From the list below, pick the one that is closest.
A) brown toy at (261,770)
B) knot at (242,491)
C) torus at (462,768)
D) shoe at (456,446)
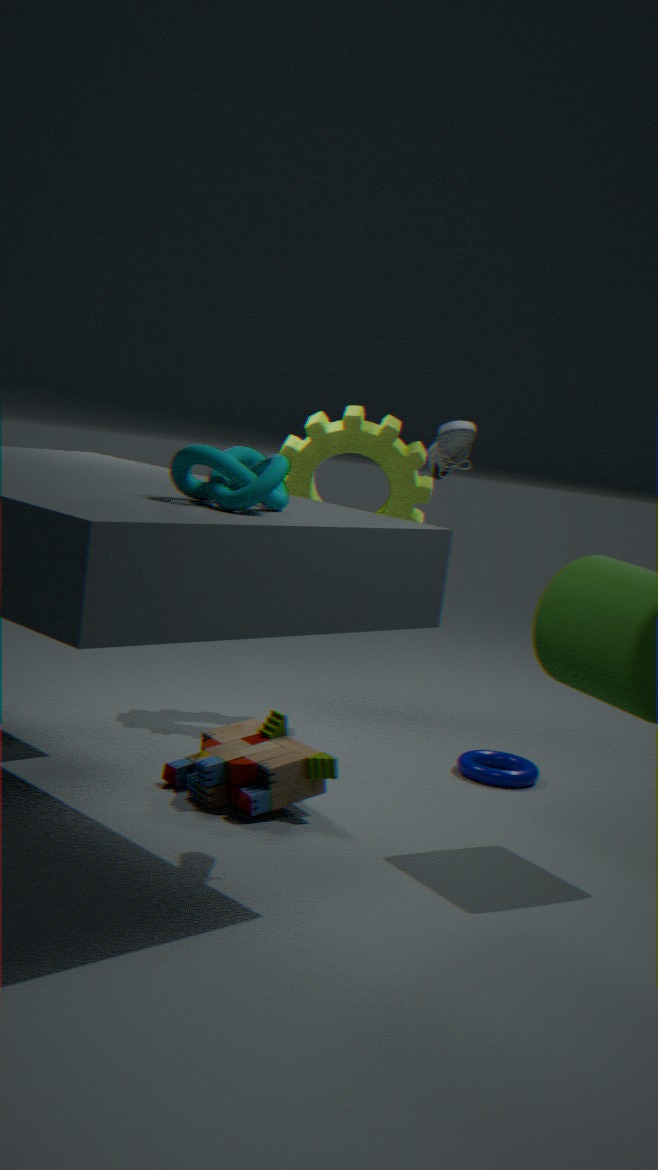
knot at (242,491)
